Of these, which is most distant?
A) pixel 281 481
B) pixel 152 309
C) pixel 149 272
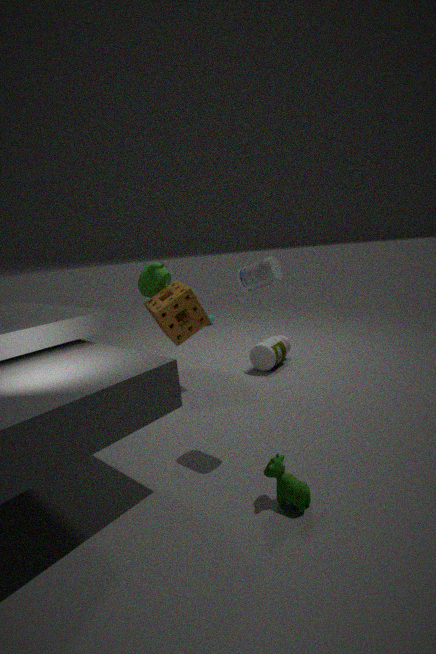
pixel 149 272
